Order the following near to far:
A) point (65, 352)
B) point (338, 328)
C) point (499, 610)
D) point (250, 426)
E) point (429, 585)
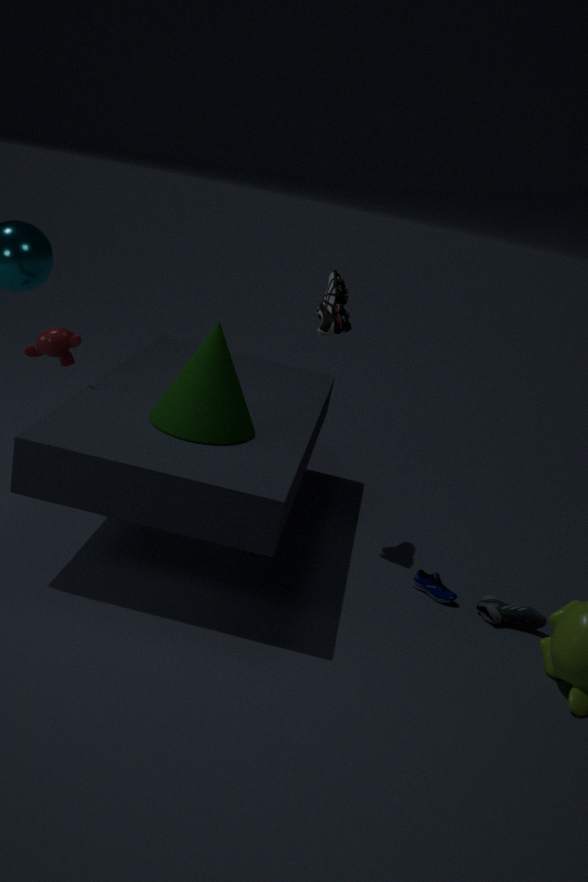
point (250, 426)
point (499, 610)
point (338, 328)
point (65, 352)
point (429, 585)
